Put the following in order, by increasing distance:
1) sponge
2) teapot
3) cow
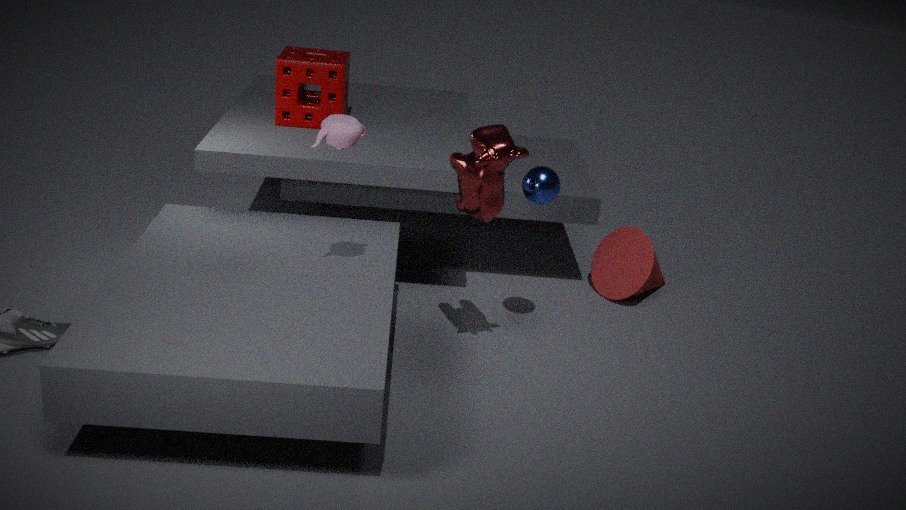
2. teapot, 3. cow, 1. sponge
